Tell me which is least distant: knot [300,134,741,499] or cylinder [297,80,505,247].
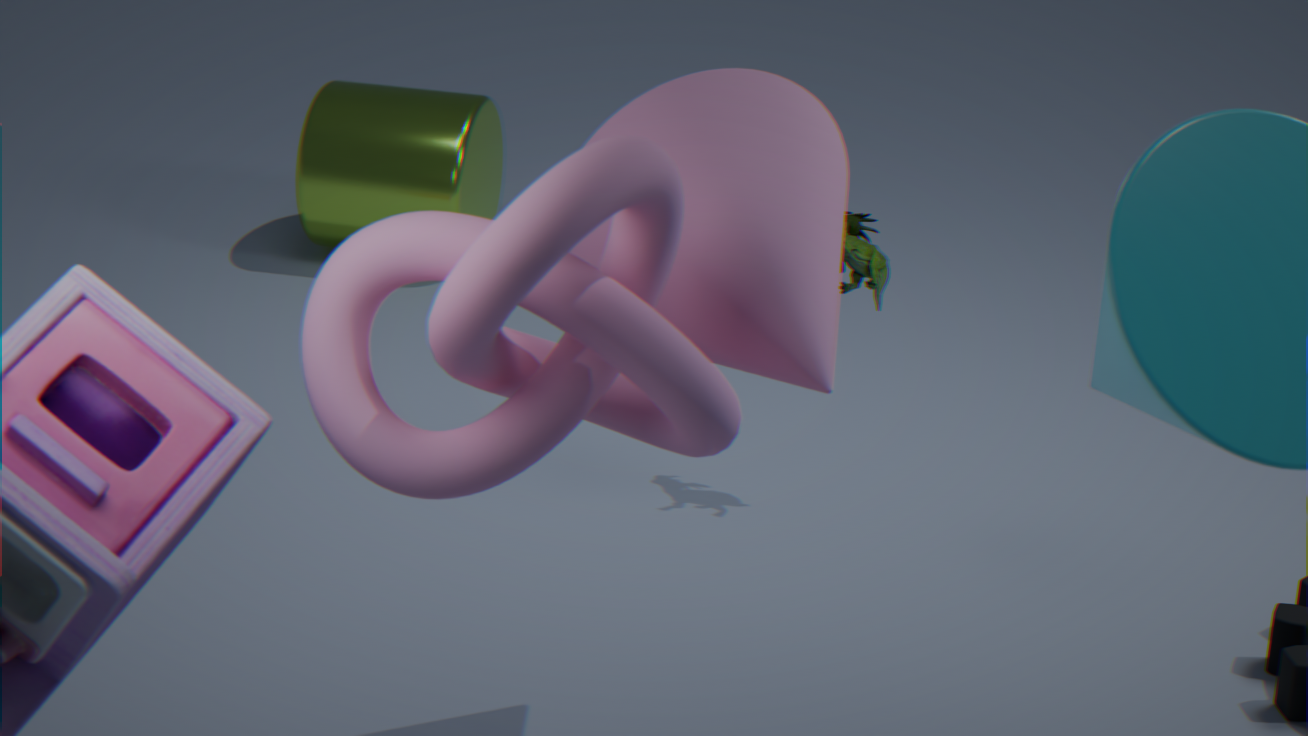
knot [300,134,741,499]
